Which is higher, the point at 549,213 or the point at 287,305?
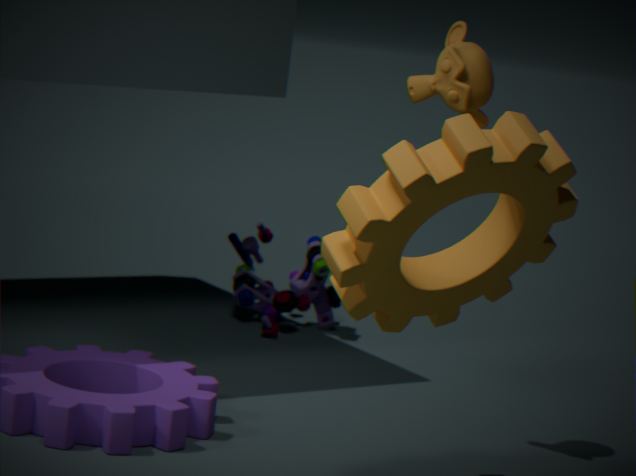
the point at 549,213
